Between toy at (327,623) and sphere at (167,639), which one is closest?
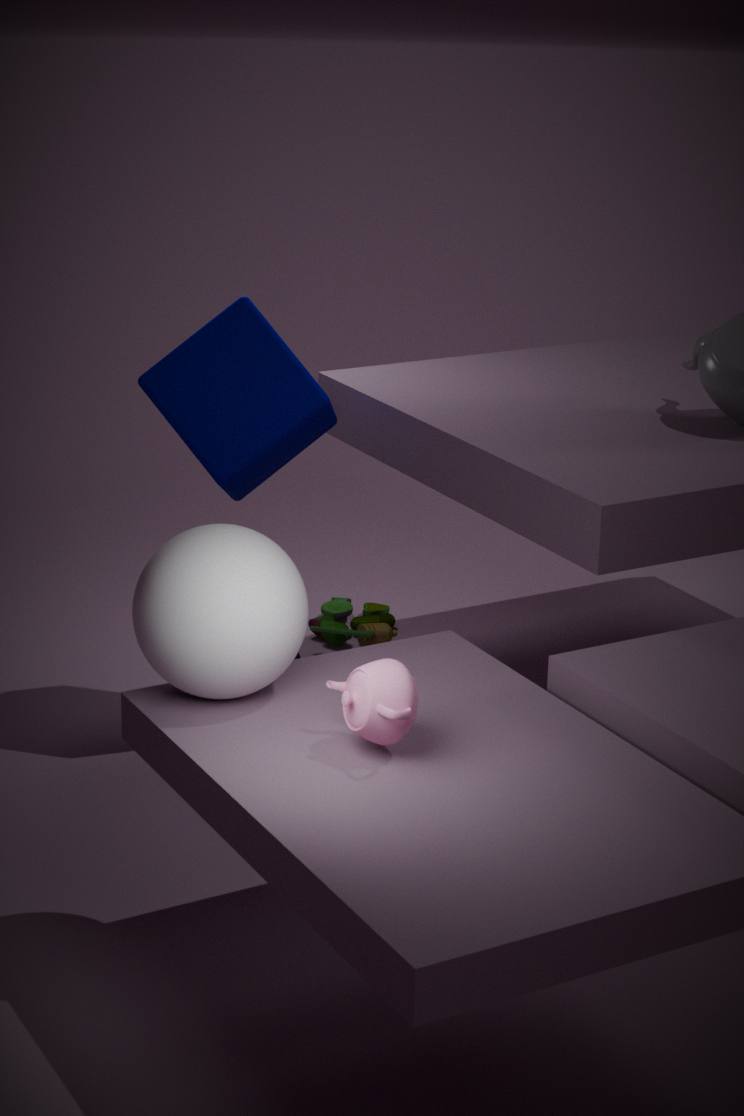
sphere at (167,639)
